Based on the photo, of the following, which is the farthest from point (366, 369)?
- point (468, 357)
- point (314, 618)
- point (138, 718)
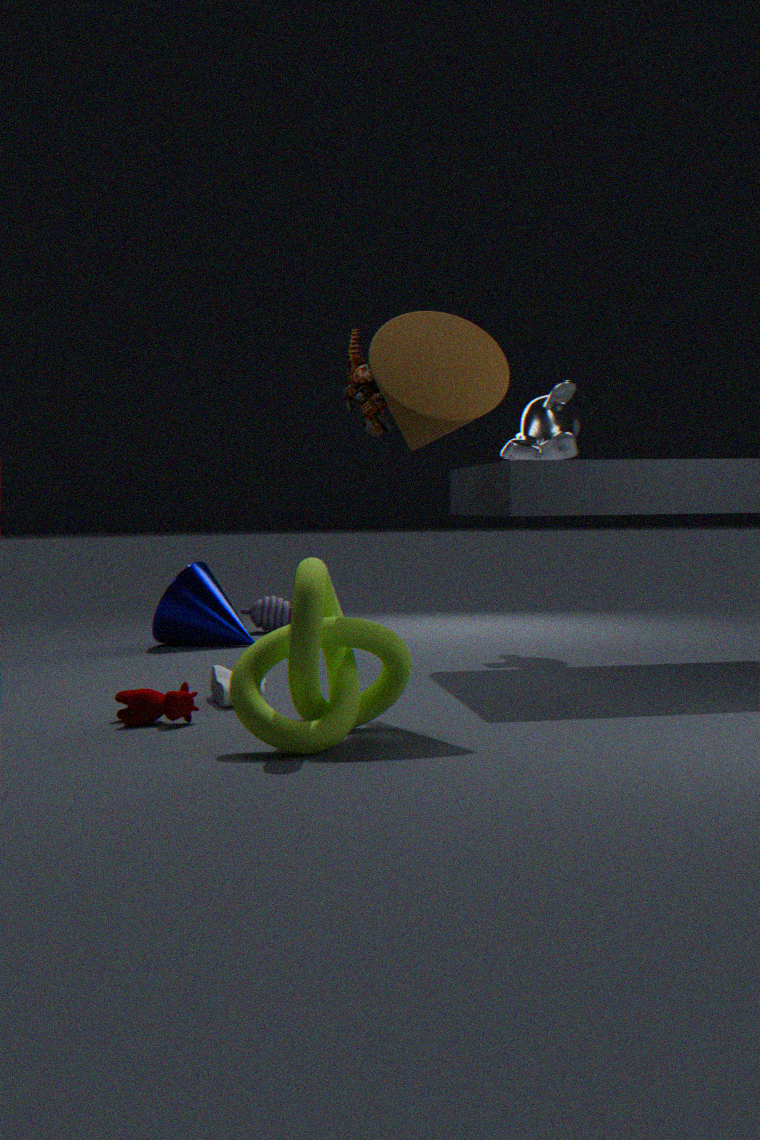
point (138, 718)
